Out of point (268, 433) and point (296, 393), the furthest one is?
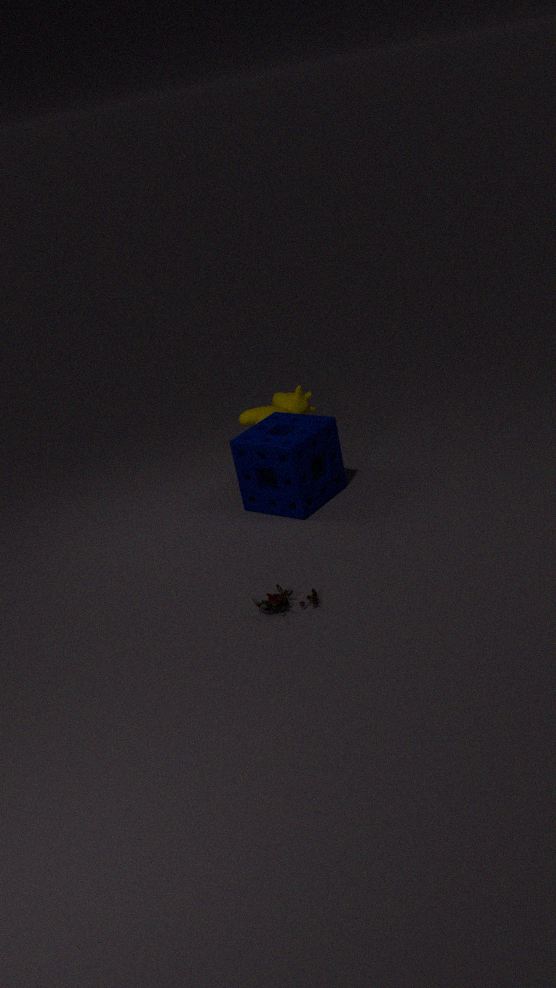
point (296, 393)
